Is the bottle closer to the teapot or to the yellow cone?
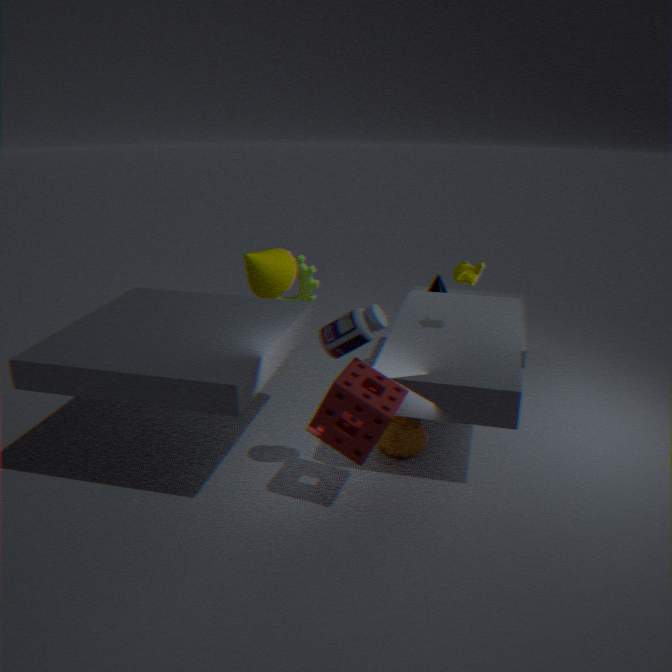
the teapot
